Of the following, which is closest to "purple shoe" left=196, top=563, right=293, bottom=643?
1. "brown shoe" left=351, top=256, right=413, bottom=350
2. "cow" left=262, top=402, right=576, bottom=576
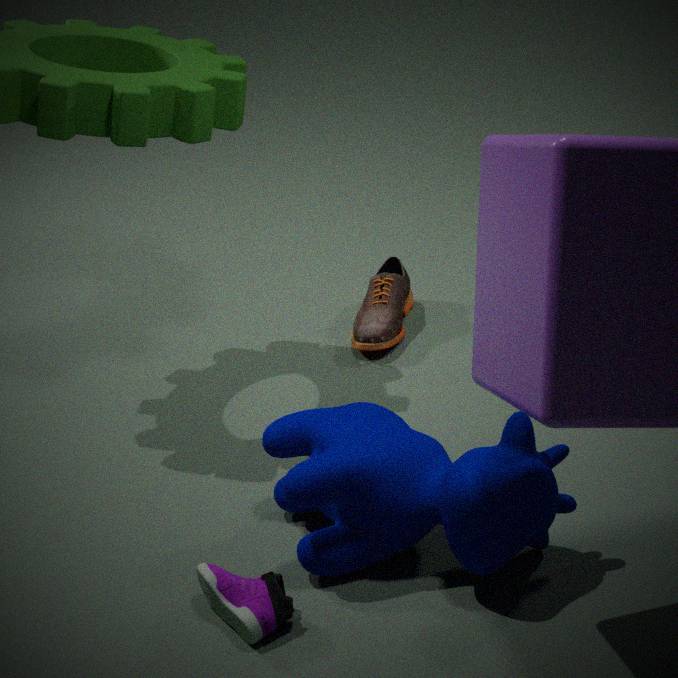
"cow" left=262, top=402, right=576, bottom=576
